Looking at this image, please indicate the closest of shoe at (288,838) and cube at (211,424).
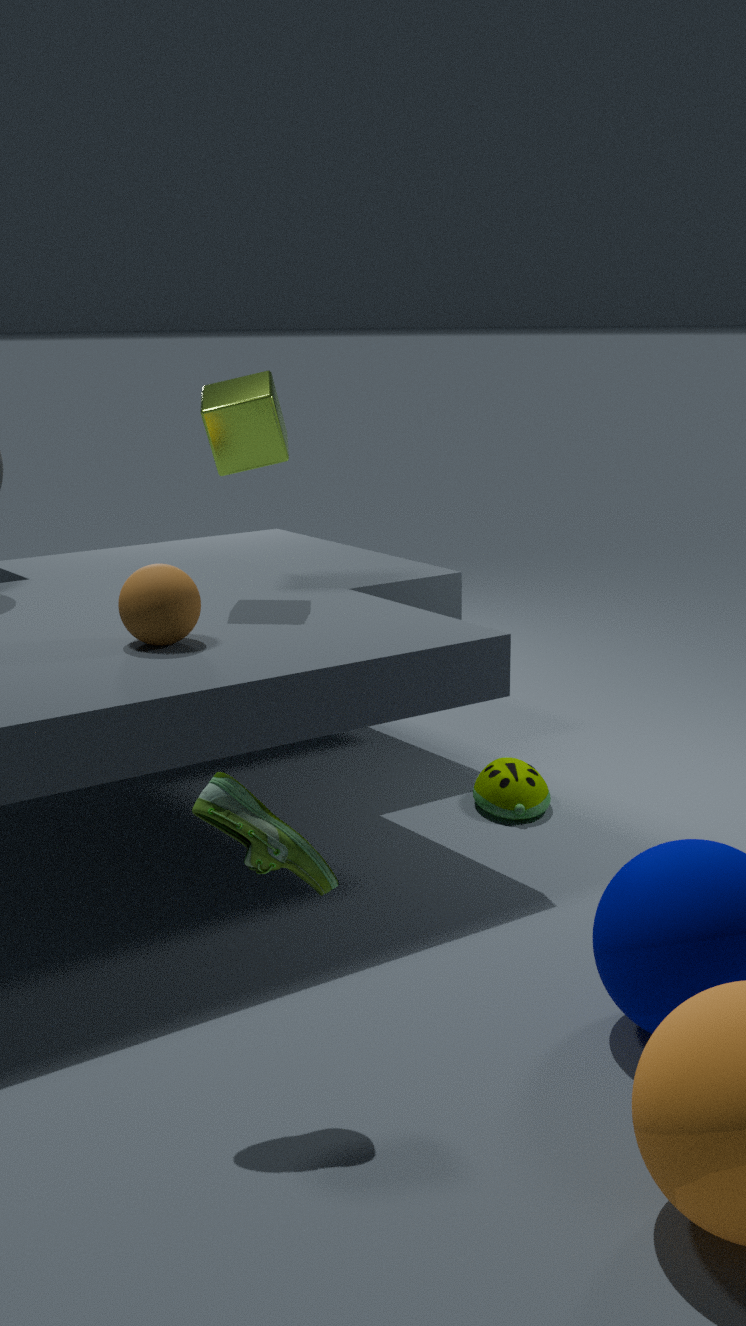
shoe at (288,838)
